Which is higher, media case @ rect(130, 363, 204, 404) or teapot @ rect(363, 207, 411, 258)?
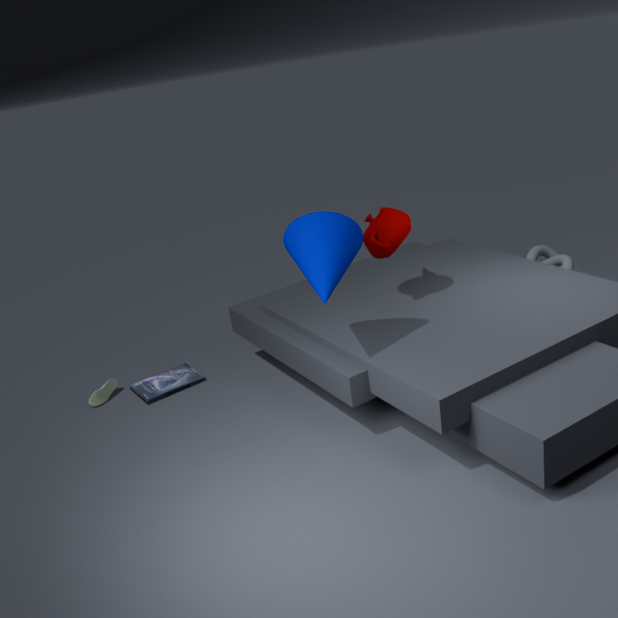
teapot @ rect(363, 207, 411, 258)
